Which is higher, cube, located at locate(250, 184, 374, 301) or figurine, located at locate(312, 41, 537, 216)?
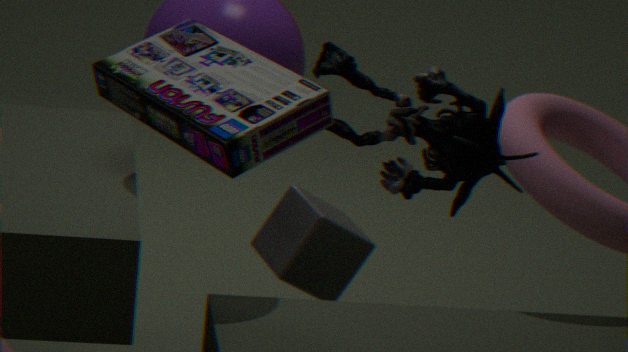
figurine, located at locate(312, 41, 537, 216)
